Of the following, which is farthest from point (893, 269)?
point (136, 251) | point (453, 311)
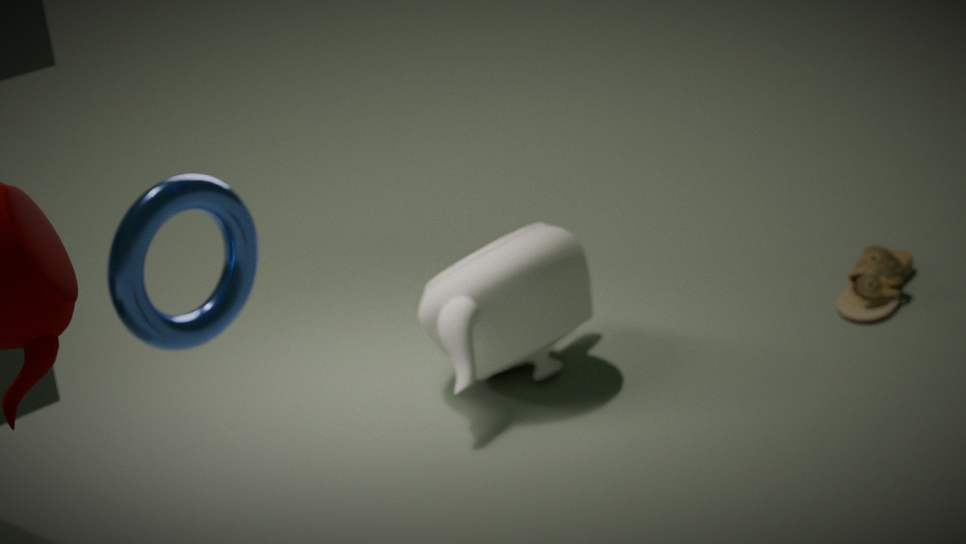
point (136, 251)
